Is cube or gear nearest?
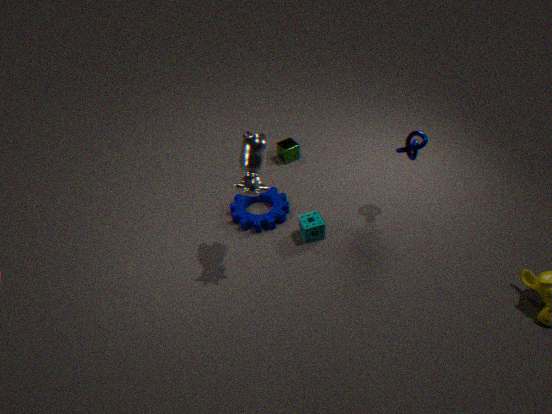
gear
